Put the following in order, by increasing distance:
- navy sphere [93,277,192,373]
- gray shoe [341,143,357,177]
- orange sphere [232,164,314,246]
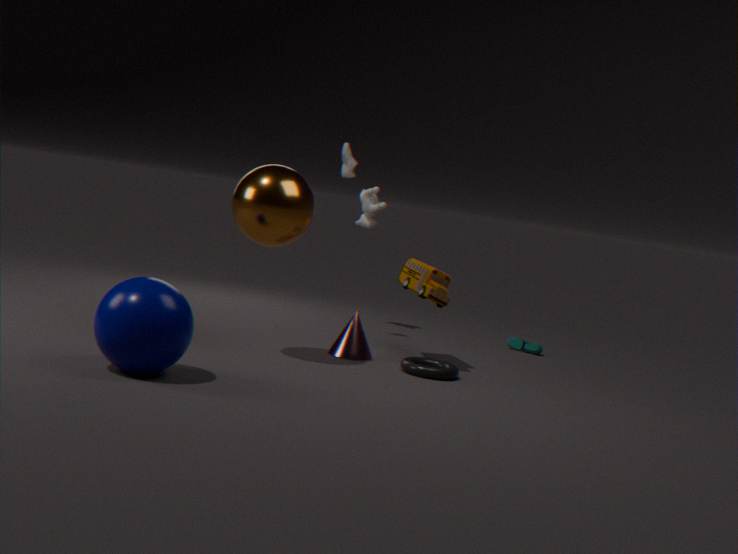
navy sphere [93,277,192,373] → orange sphere [232,164,314,246] → gray shoe [341,143,357,177]
